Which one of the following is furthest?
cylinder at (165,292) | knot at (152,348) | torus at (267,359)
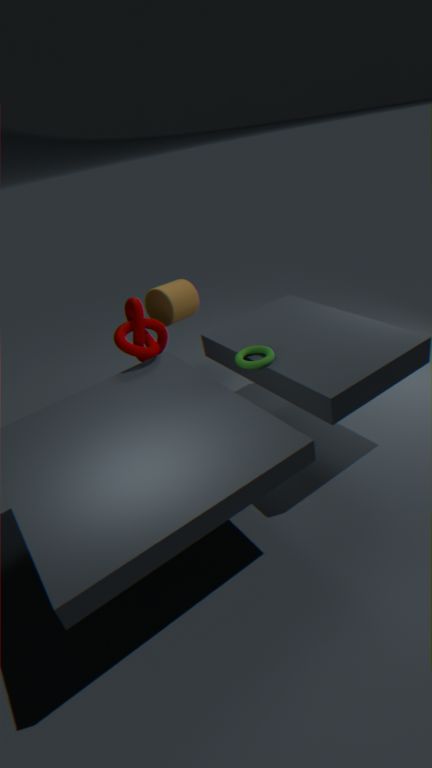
cylinder at (165,292)
